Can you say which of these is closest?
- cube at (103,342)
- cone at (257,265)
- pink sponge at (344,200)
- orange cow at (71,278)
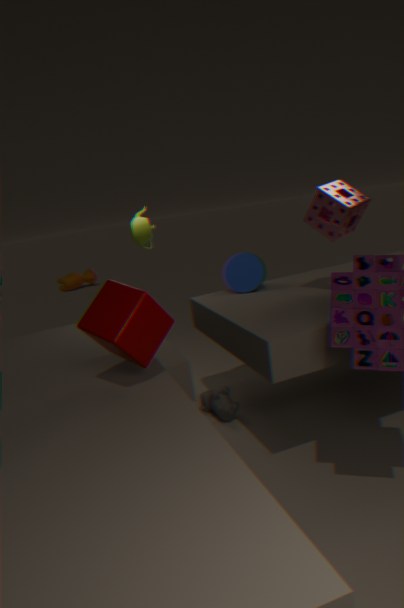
cube at (103,342)
